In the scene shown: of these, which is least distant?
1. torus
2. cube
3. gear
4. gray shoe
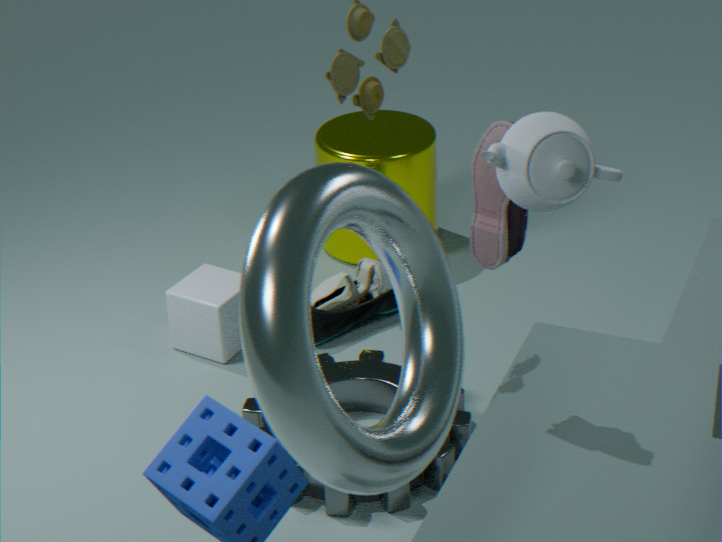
torus
